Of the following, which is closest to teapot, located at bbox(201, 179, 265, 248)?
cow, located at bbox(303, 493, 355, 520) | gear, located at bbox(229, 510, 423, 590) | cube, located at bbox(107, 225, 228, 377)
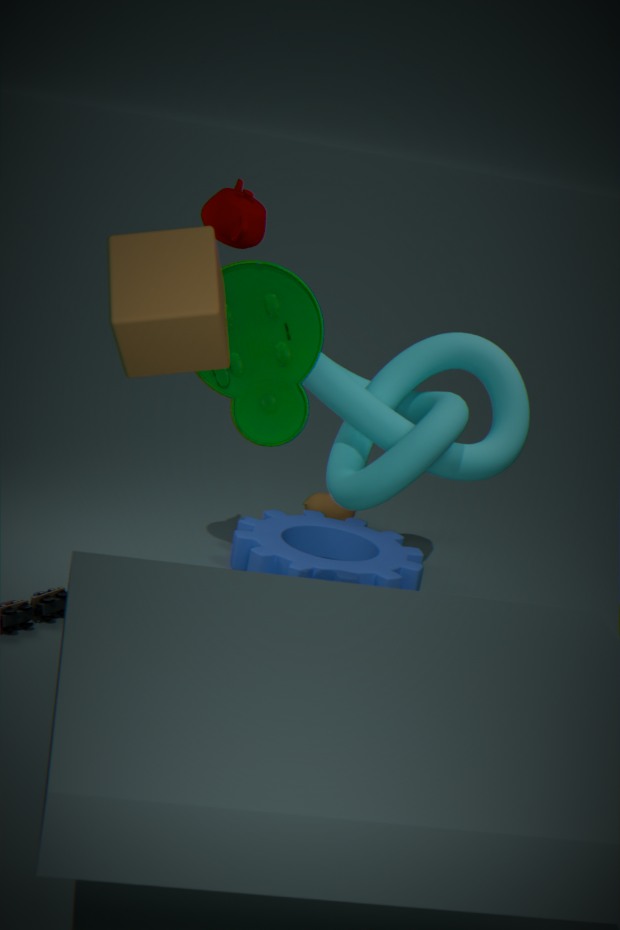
A: gear, located at bbox(229, 510, 423, 590)
